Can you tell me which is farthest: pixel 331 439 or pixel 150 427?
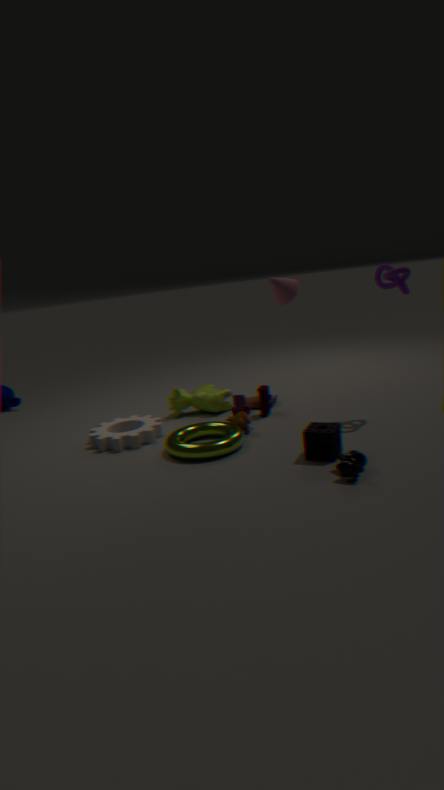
pixel 150 427
